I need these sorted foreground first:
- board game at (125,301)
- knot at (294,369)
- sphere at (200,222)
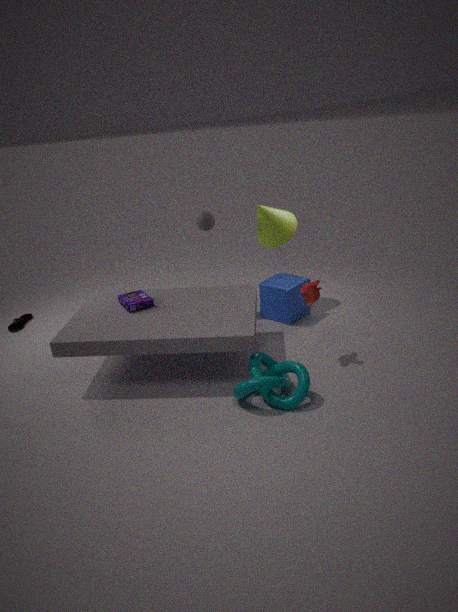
knot at (294,369)
board game at (125,301)
sphere at (200,222)
